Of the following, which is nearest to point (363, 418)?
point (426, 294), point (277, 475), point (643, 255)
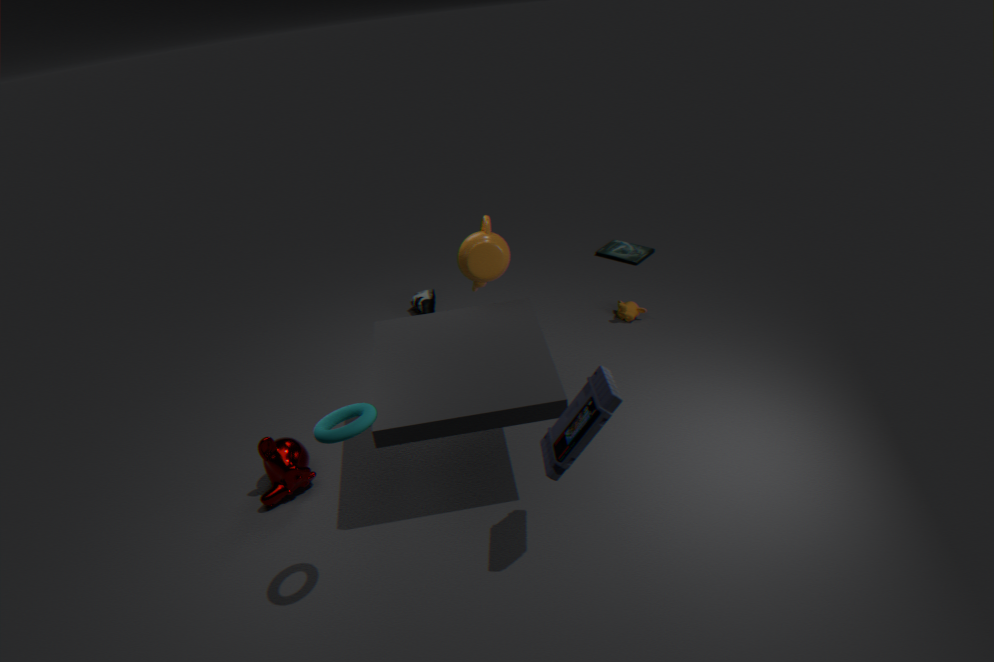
point (277, 475)
